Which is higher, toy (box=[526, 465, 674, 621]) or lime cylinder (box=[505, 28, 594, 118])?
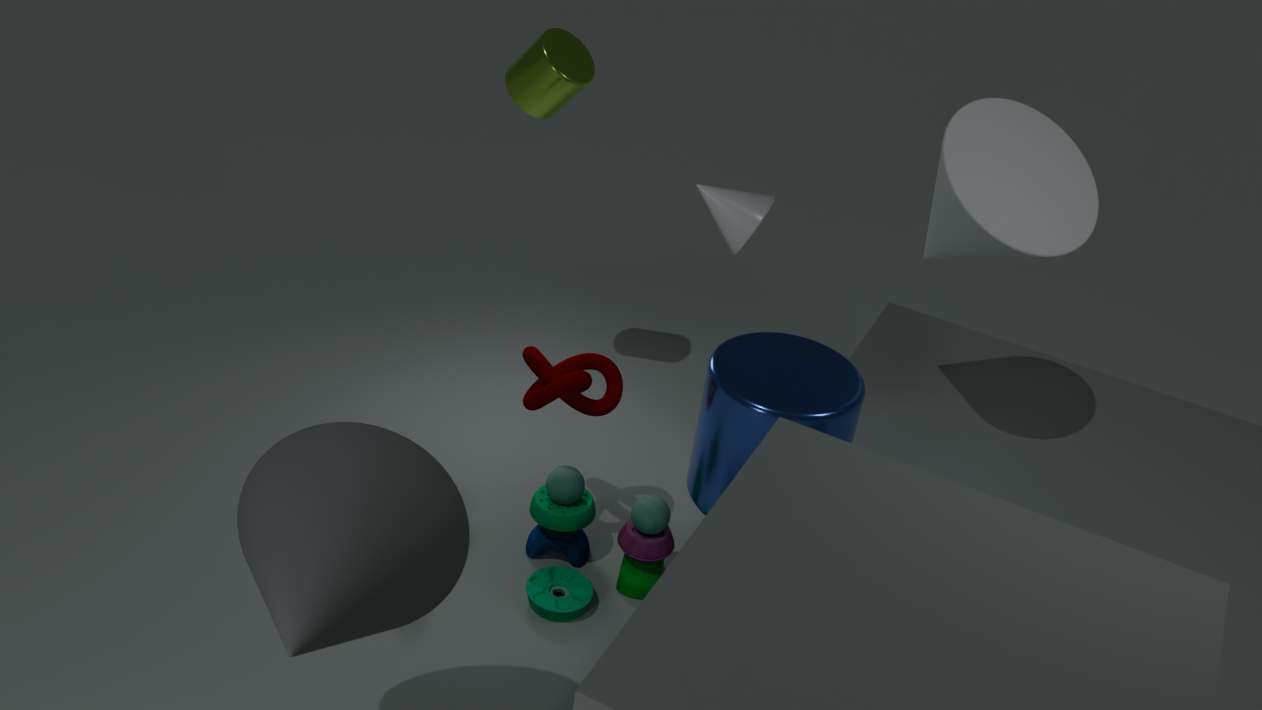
lime cylinder (box=[505, 28, 594, 118])
